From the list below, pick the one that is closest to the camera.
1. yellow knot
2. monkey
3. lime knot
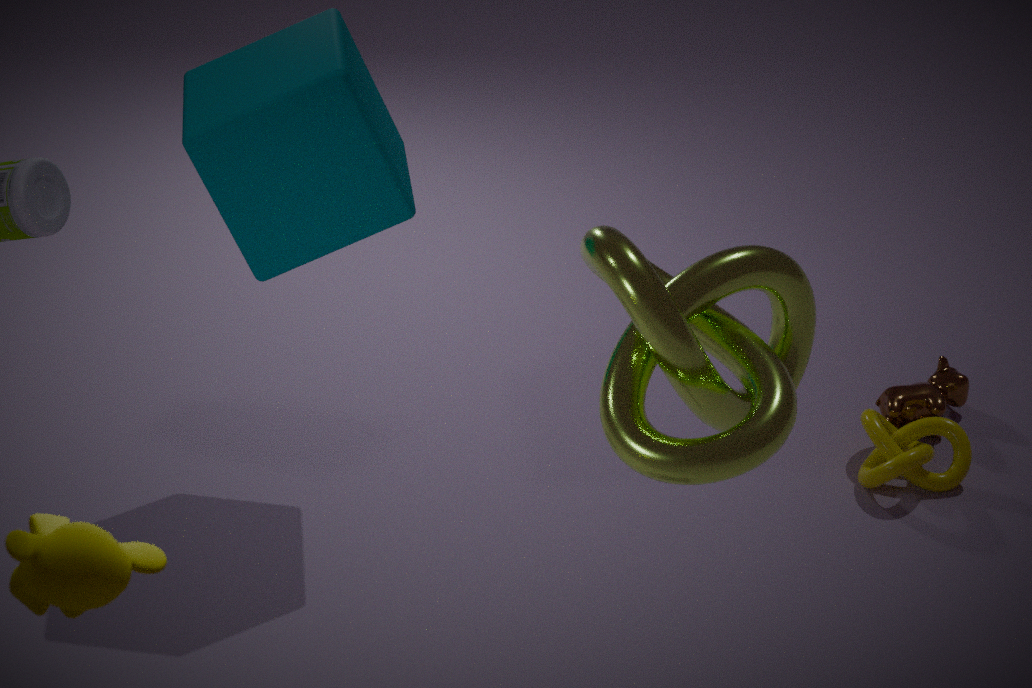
monkey
